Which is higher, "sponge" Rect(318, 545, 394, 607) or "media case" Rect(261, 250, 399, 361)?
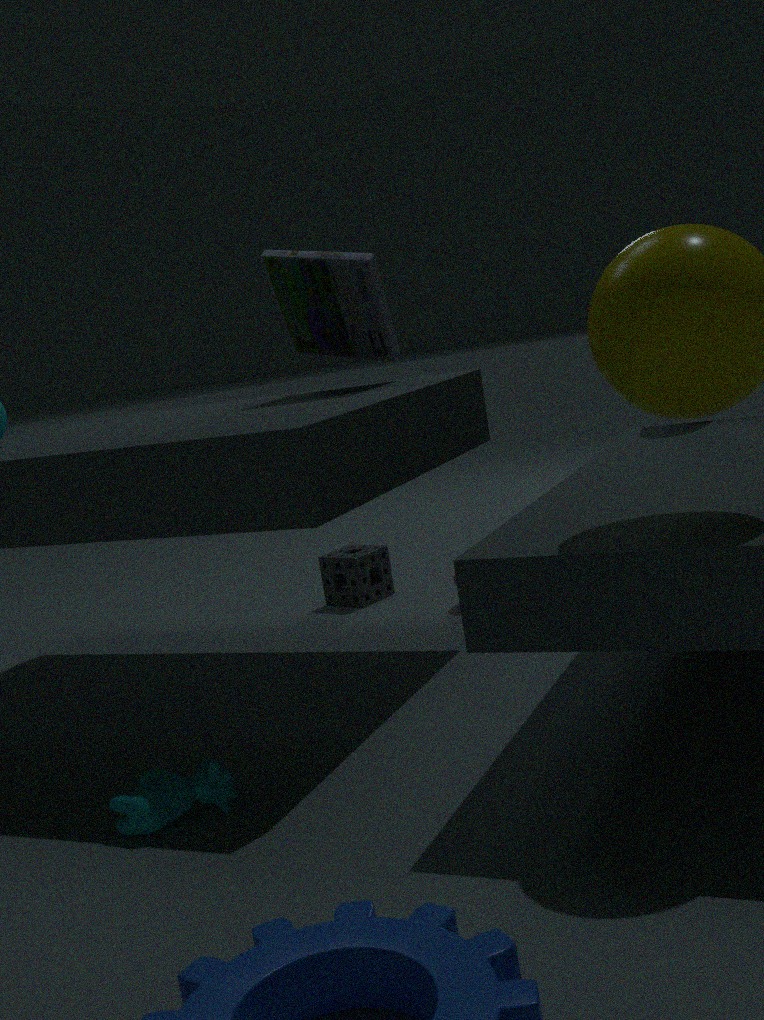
"media case" Rect(261, 250, 399, 361)
